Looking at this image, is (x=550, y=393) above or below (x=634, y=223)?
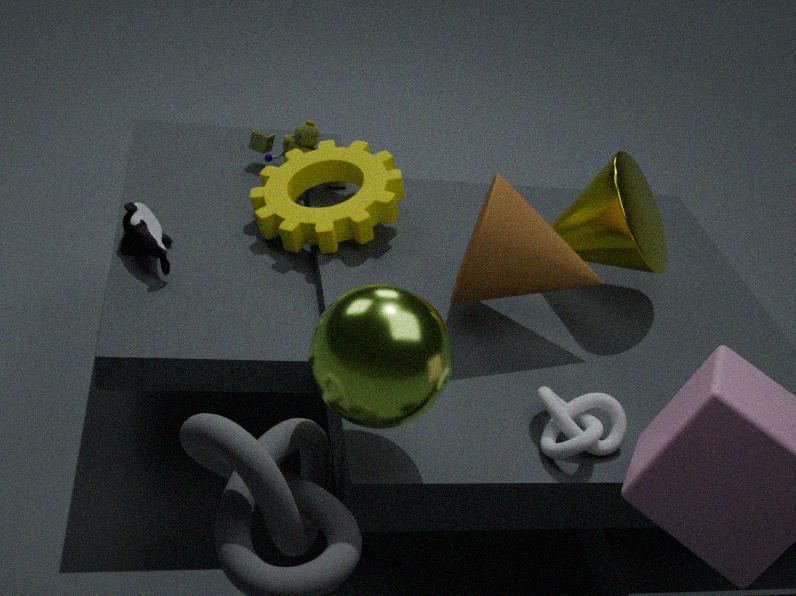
below
